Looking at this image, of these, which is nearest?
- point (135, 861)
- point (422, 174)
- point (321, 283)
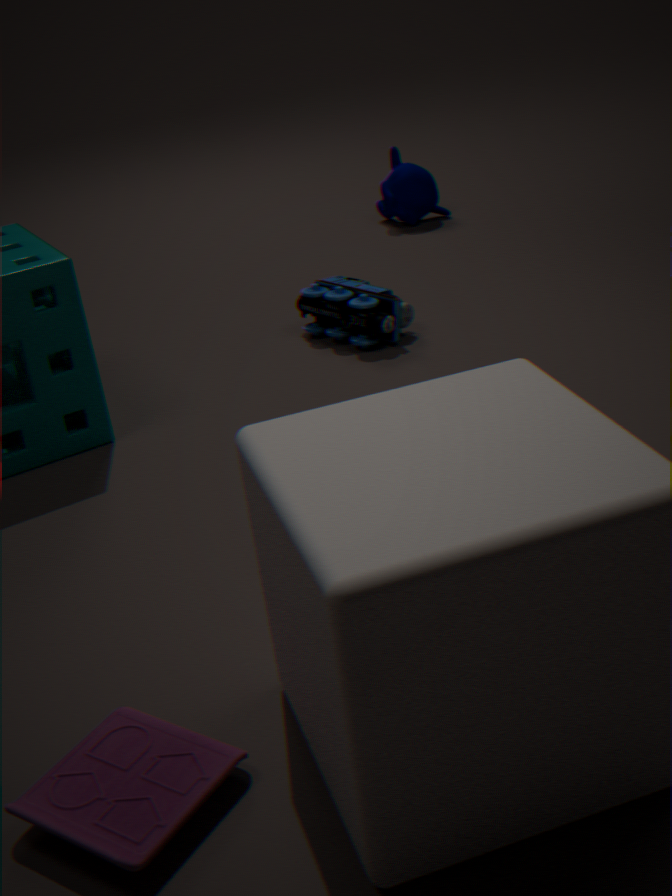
point (135, 861)
